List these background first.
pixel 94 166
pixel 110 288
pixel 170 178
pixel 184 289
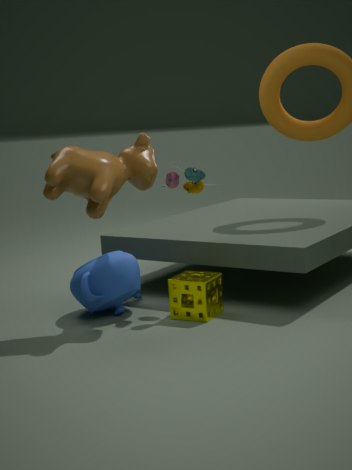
1. pixel 170 178
2. pixel 110 288
3. pixel 184 289
4. pixel 94 166
